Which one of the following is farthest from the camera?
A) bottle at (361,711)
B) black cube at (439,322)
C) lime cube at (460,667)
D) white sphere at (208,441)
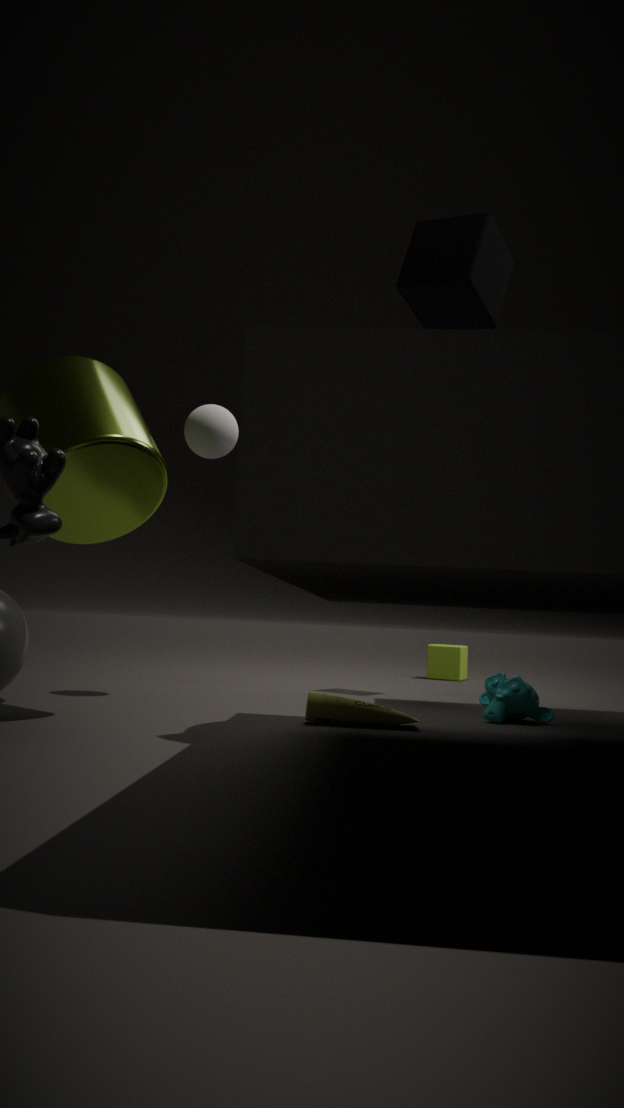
lime cube at (460,667)
